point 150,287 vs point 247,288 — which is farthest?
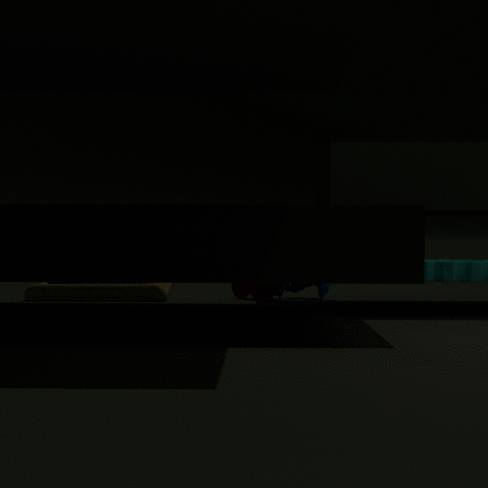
point 247,288
